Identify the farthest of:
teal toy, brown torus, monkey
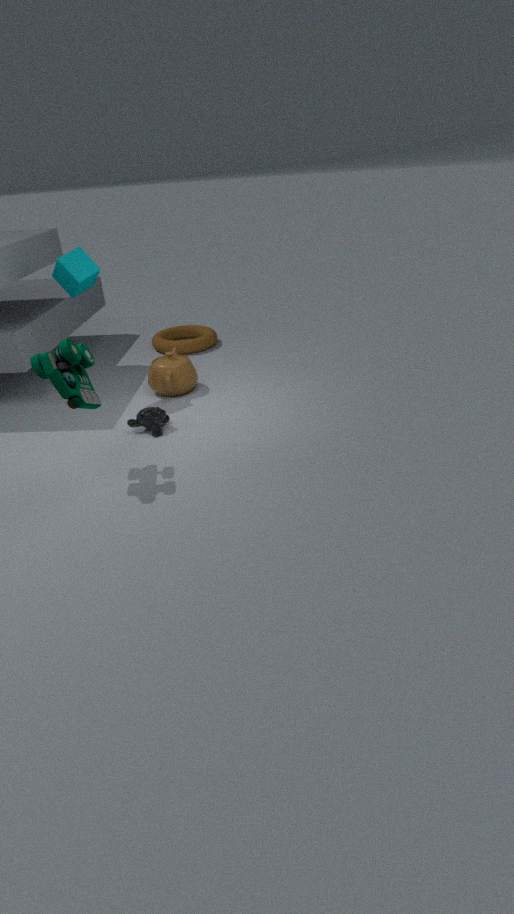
brown torus
